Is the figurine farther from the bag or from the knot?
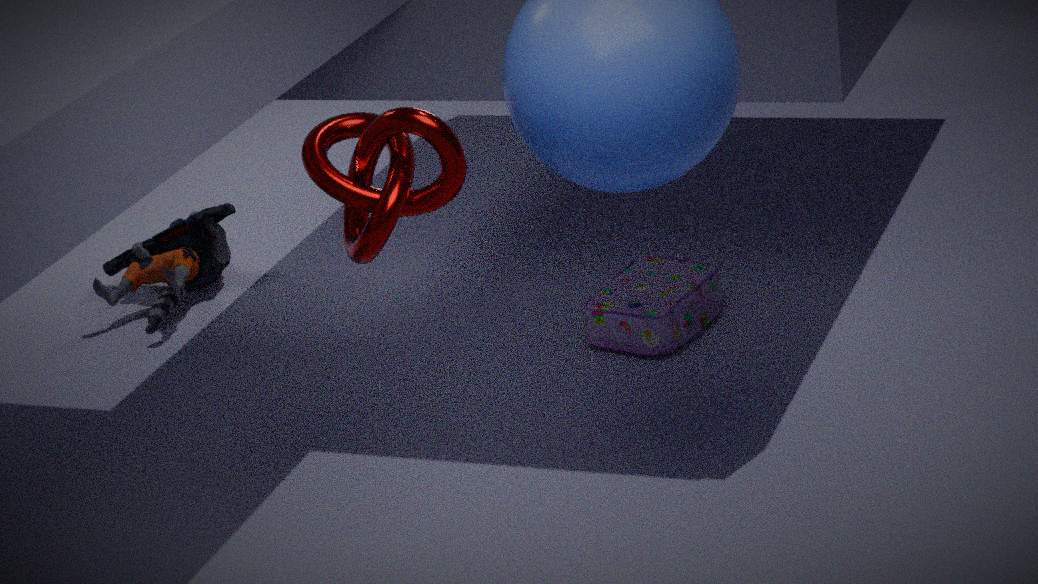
the knot
